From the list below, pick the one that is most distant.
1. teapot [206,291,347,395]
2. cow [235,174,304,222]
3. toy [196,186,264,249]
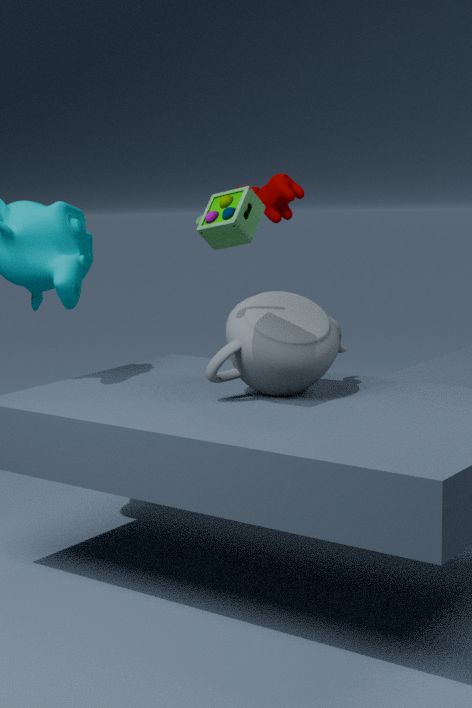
cow [235,174,304,222]
